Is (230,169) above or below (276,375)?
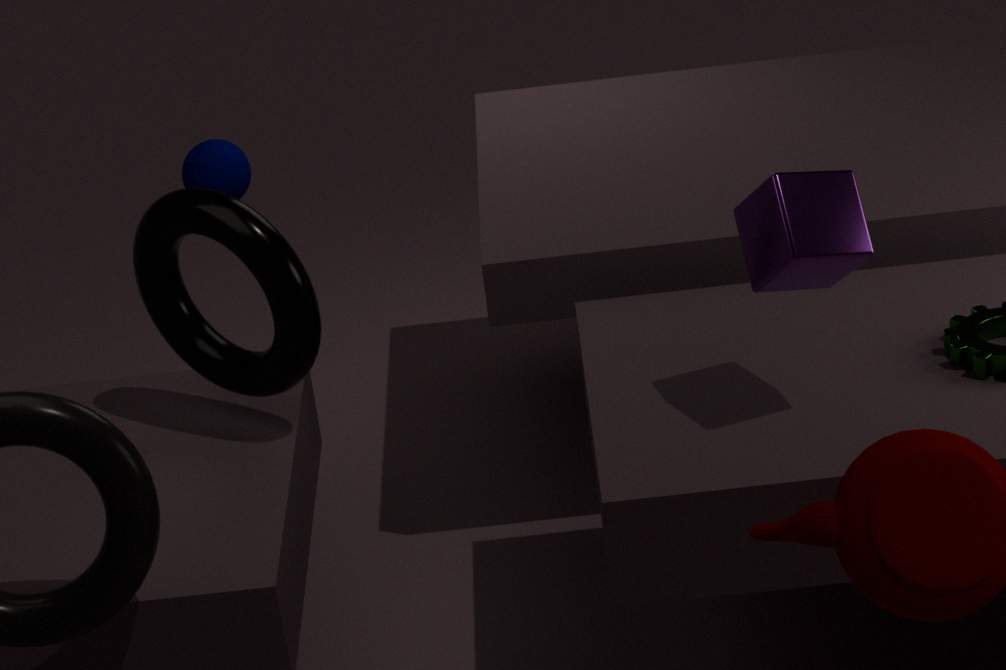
above
